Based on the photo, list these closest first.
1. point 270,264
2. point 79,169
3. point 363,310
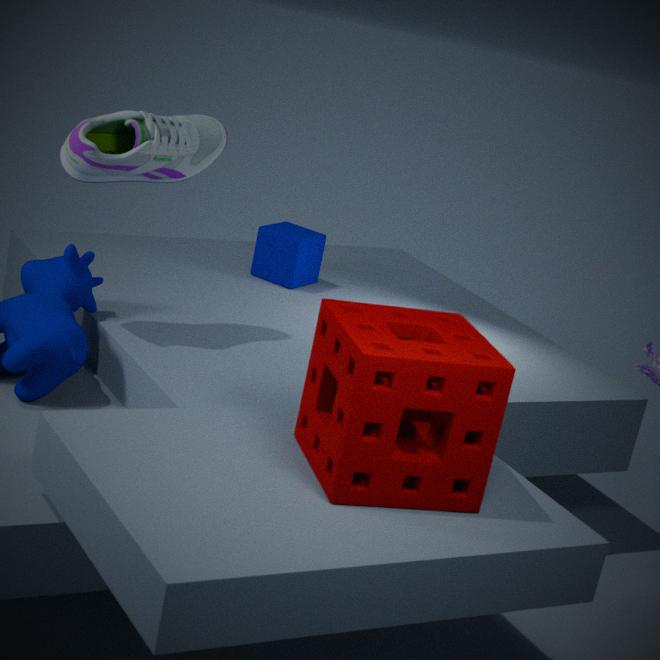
point 363,310 < point 79,169 < point 270,264
